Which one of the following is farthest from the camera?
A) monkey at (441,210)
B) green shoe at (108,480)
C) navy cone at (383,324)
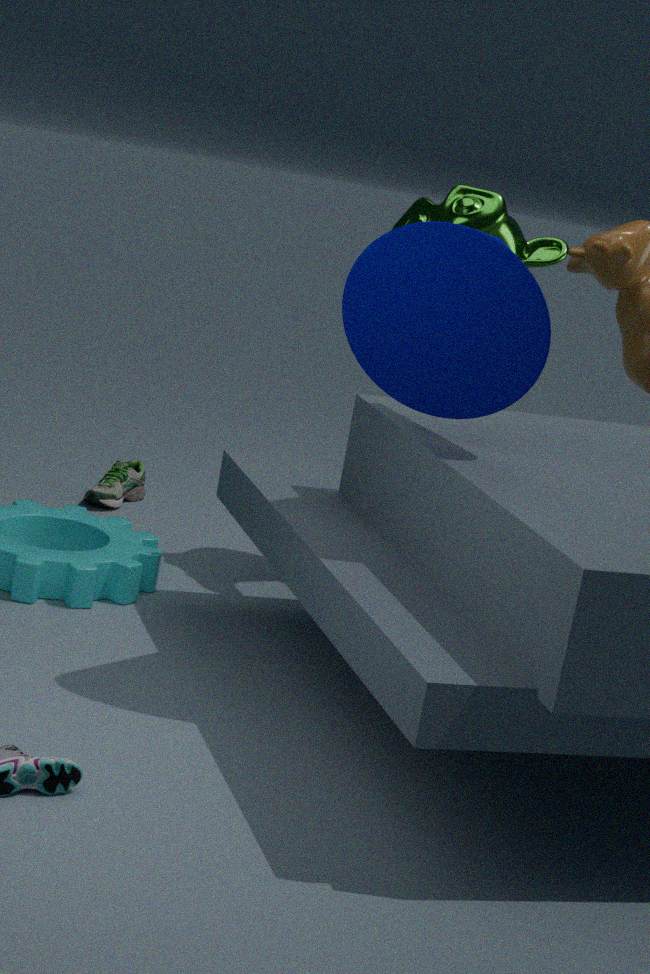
green shoe at (108,480)
